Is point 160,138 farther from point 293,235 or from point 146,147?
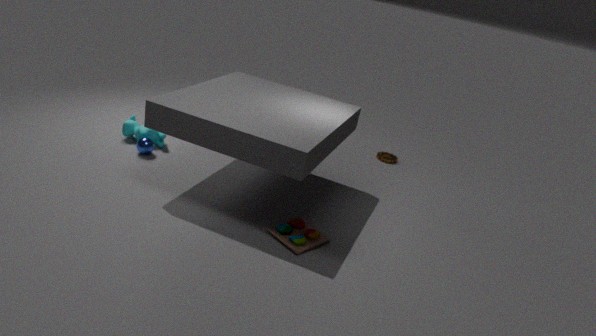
point 293,235
